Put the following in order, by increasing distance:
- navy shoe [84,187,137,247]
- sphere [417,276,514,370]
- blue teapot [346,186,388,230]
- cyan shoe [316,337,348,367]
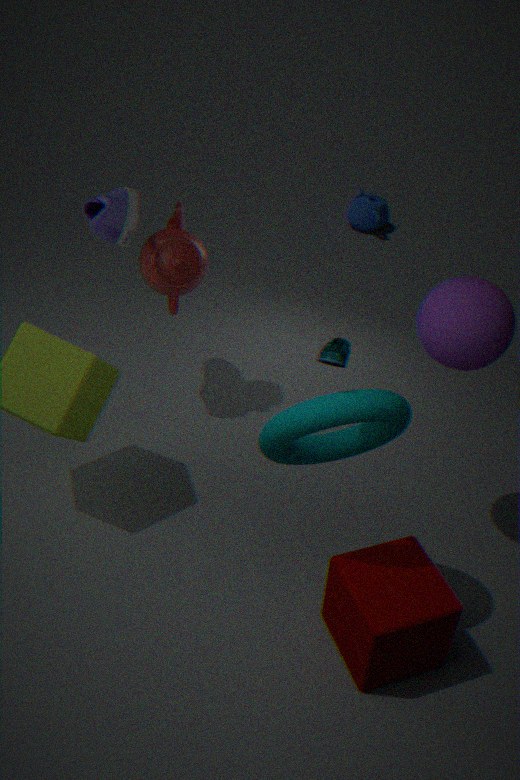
1. cyan shoe [316,337,348,367]
2. sphere [417,276,514,370]
3. navy shoe [84,187,137,247]
4. blue teapot [346,186,388,230]
